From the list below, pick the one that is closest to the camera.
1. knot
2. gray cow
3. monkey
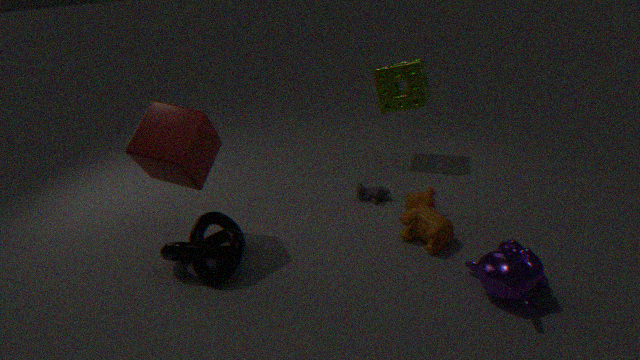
monkey
